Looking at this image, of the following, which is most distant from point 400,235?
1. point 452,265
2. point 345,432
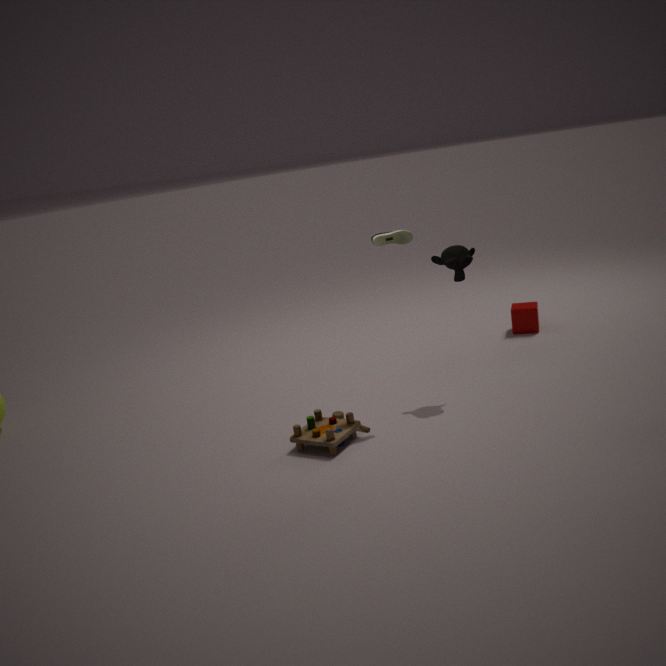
point 345,432
